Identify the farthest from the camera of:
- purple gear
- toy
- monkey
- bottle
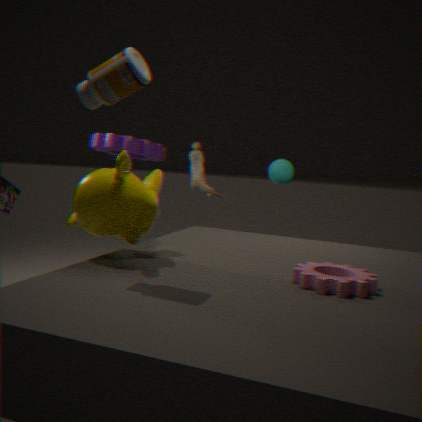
purple gear
